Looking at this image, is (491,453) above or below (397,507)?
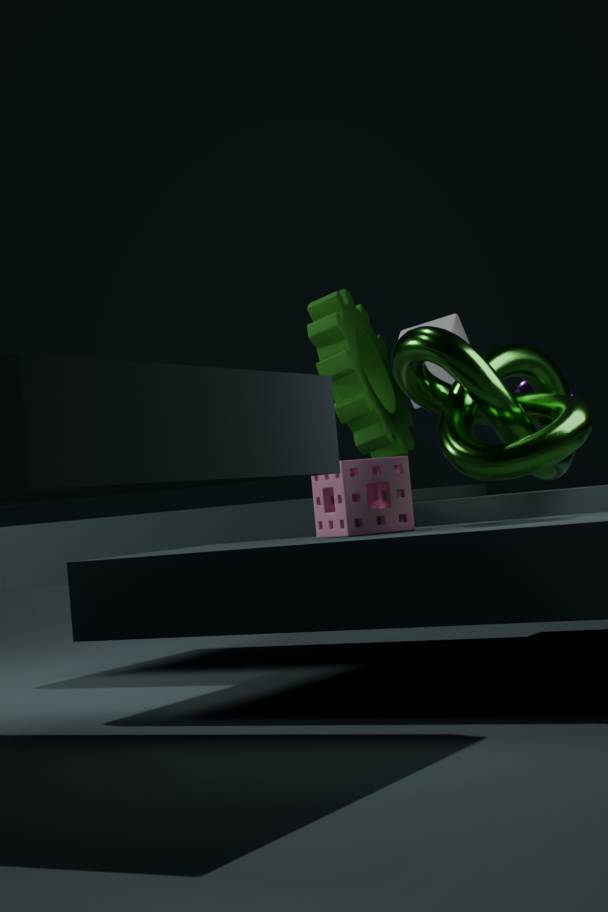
above
